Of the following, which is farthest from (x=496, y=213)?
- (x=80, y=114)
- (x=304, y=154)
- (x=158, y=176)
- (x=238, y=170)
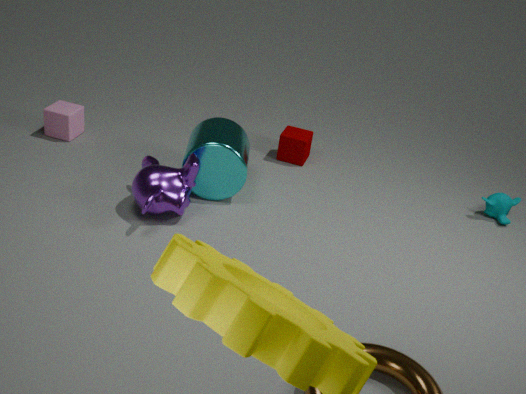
(x=80, y=114)
